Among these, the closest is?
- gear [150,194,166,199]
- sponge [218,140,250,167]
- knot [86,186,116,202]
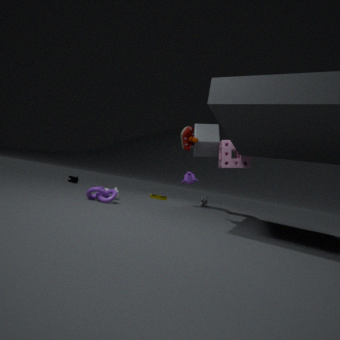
knot [86,186,116,202]
